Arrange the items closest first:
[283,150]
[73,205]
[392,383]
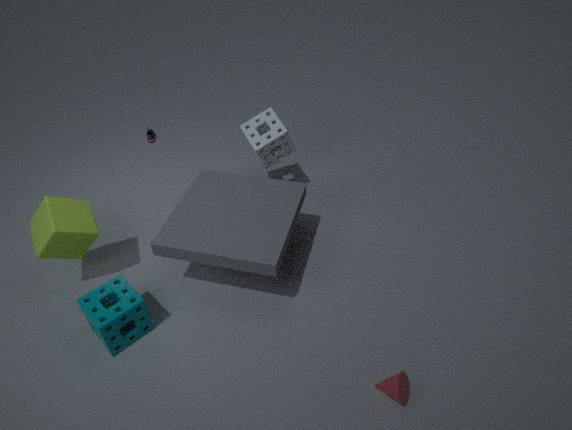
1. [392,383]
2. [73,205]
3. [283,150]
